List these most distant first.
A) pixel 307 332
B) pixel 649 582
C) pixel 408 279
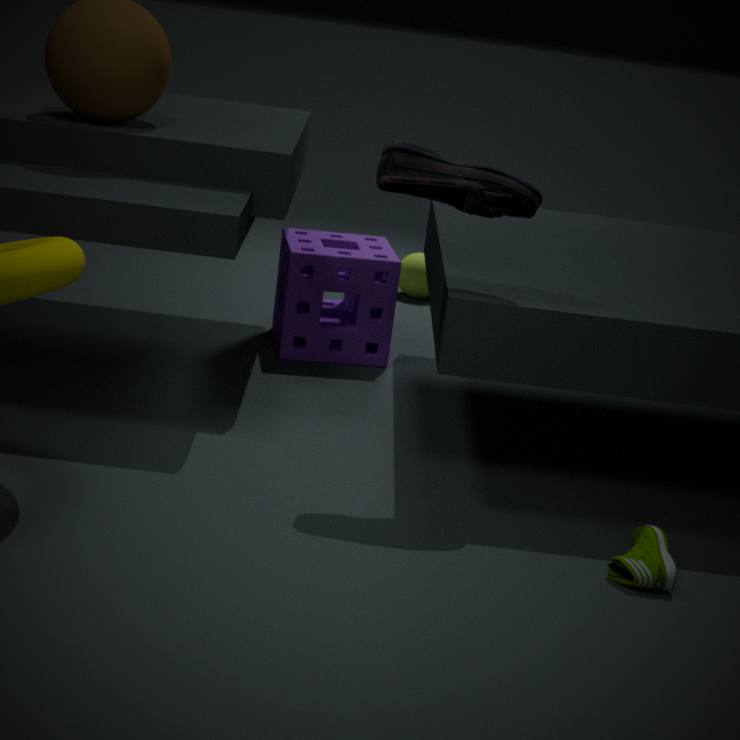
1. pixel 408 279
2. pixel 307 332
3. pixel 649 582
